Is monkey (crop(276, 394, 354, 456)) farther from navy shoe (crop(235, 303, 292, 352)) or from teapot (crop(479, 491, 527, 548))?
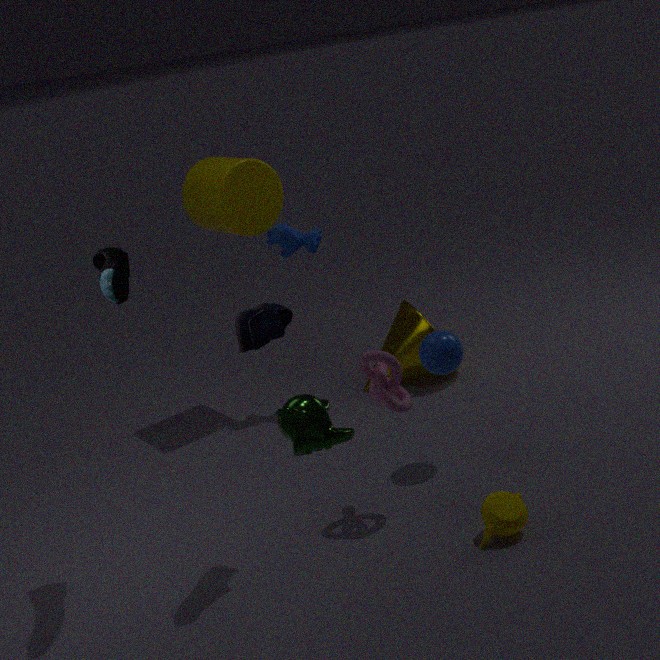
teapot (crop(479, 491, 527, 548))
